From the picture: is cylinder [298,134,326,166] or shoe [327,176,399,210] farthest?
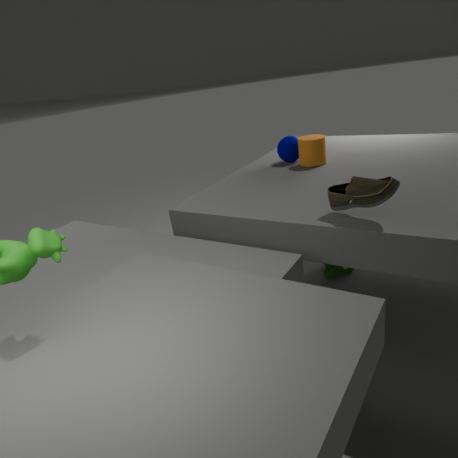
cylinder [298,134,326,166]
